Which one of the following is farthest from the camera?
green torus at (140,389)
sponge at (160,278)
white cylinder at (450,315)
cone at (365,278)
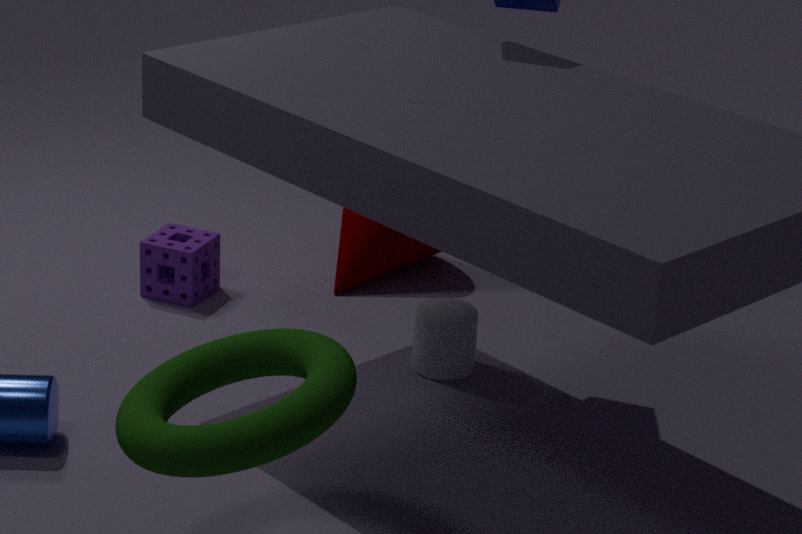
cone at (365,278)
